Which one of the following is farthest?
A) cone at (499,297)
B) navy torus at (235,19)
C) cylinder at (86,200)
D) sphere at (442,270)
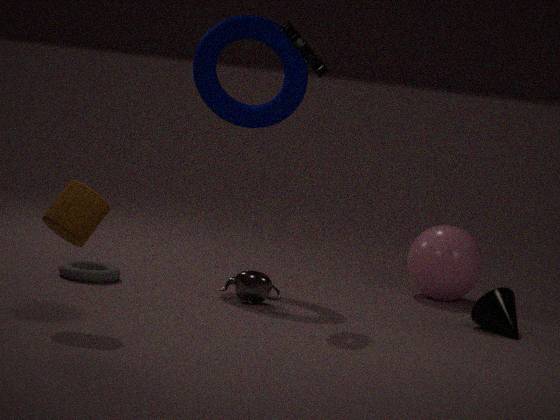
sphere at (442,270)
